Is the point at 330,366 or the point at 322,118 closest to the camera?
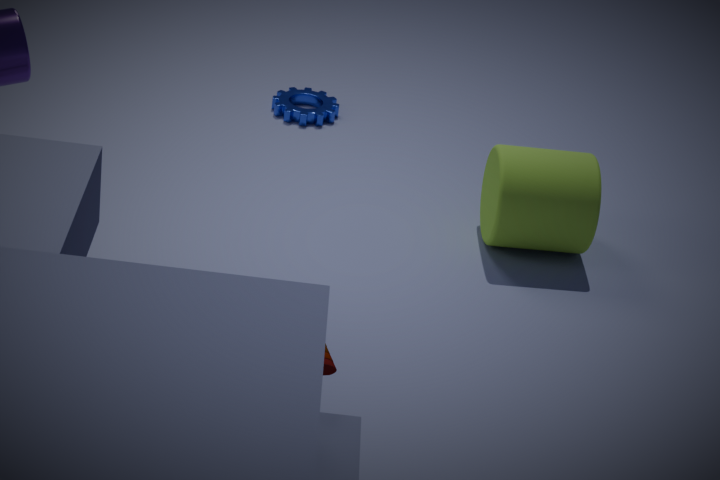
the point at 330,366
